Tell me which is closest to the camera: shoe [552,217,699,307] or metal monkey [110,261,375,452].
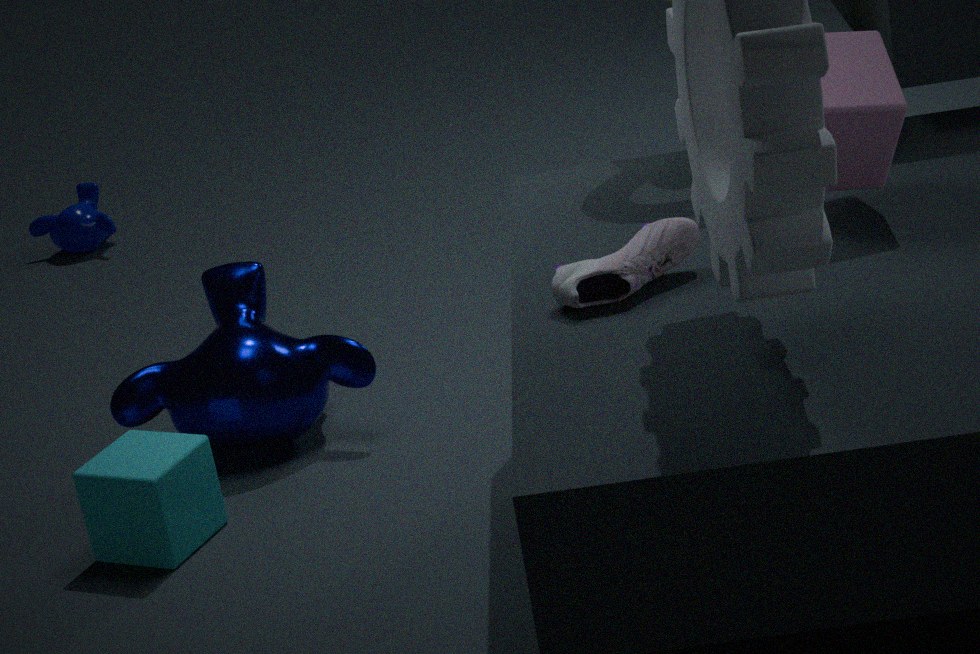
shoe [552,217,699,307]
